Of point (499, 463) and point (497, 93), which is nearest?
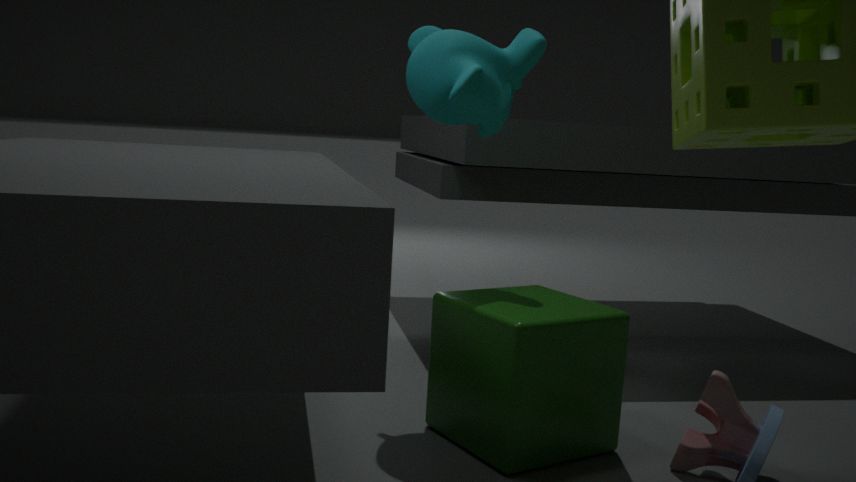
point (499, 463)
